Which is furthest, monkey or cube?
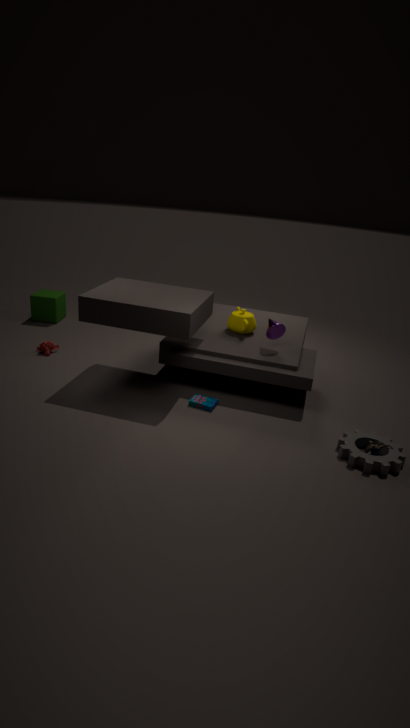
cube
